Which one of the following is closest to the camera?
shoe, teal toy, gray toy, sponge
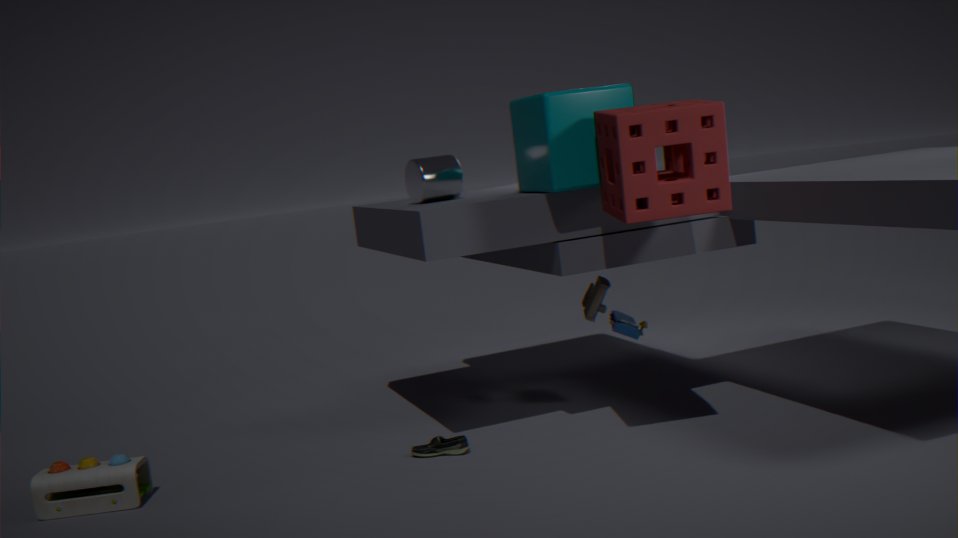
sponge
